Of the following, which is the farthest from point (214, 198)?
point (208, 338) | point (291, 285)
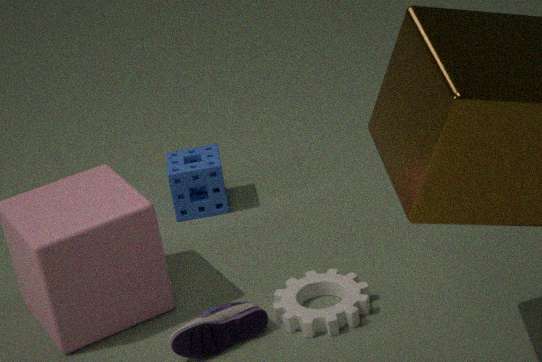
point (208, 338)
